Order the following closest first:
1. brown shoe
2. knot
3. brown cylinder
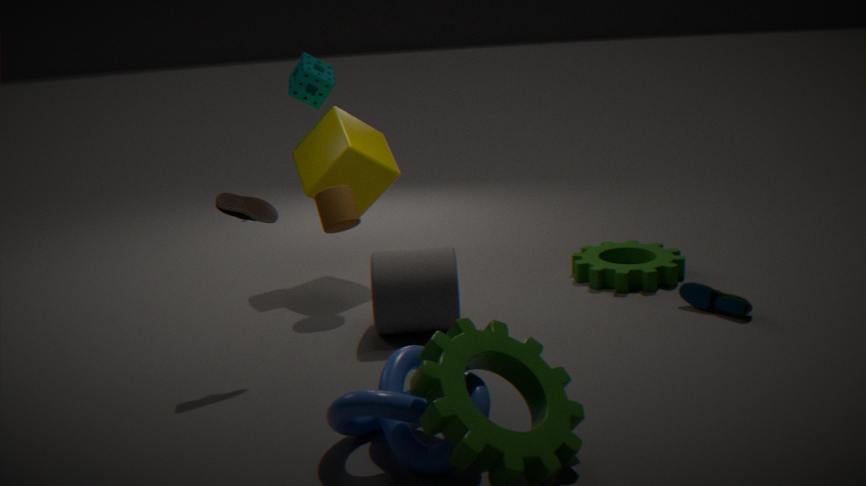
knot < brown shoe < brown cylinder
